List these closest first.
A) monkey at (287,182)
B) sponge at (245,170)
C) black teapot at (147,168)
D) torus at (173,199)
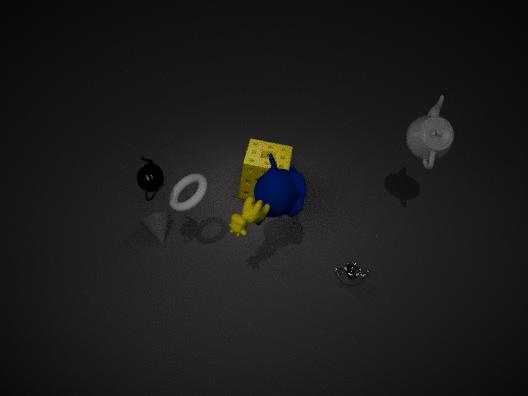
black teapot at (147,168)
torus at (173,199)
monkey at (287,182)
sponge at (245,170)
